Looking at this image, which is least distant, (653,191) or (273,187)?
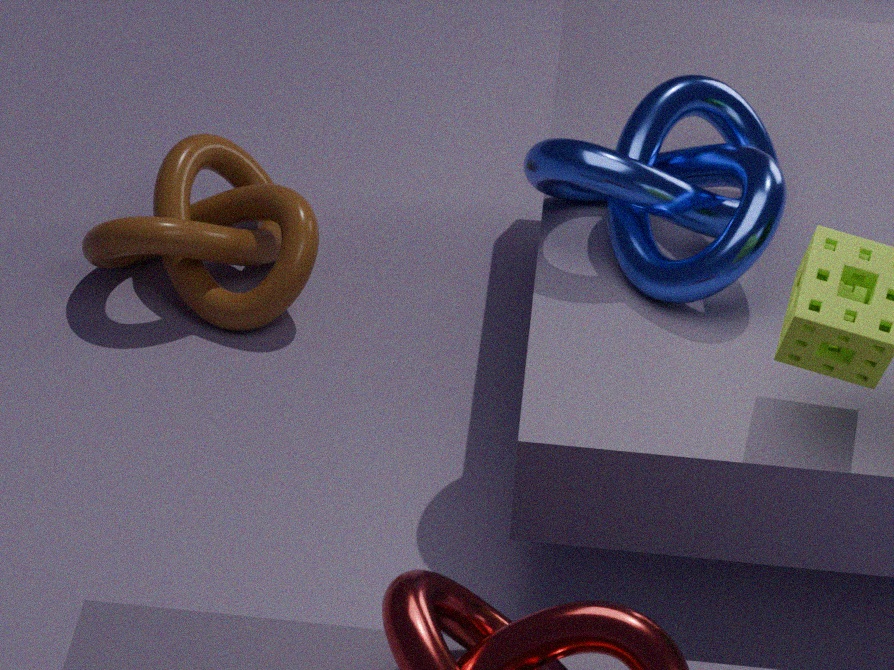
(653,191)
